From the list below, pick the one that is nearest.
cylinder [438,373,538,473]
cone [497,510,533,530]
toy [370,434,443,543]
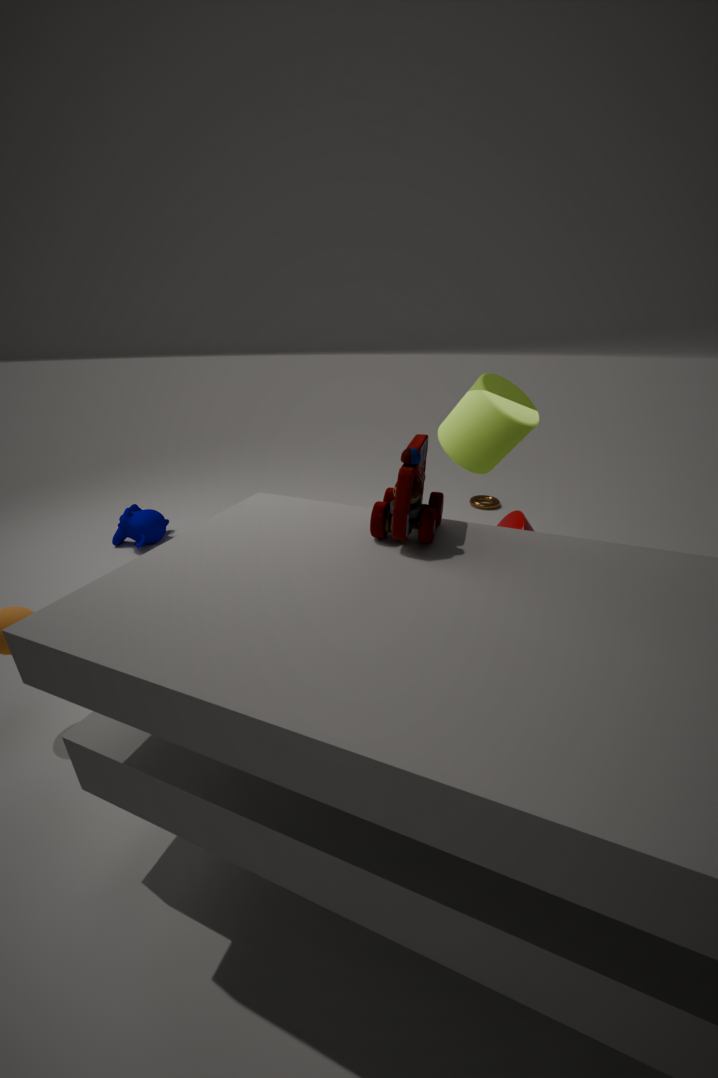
toy [370,434,443,543]
